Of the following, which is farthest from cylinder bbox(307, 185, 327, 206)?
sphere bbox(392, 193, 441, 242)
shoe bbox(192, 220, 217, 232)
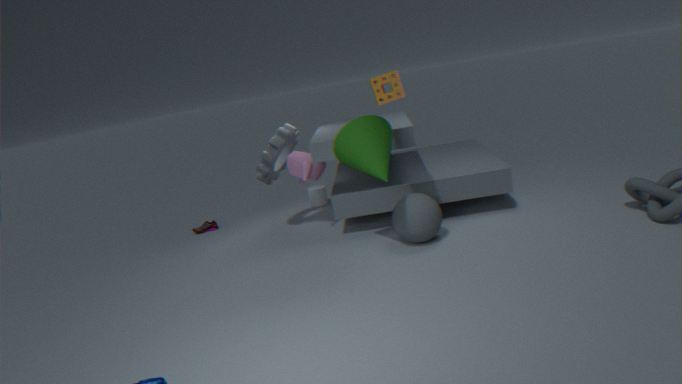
sphere bbox(392, 193, 441, 242)
